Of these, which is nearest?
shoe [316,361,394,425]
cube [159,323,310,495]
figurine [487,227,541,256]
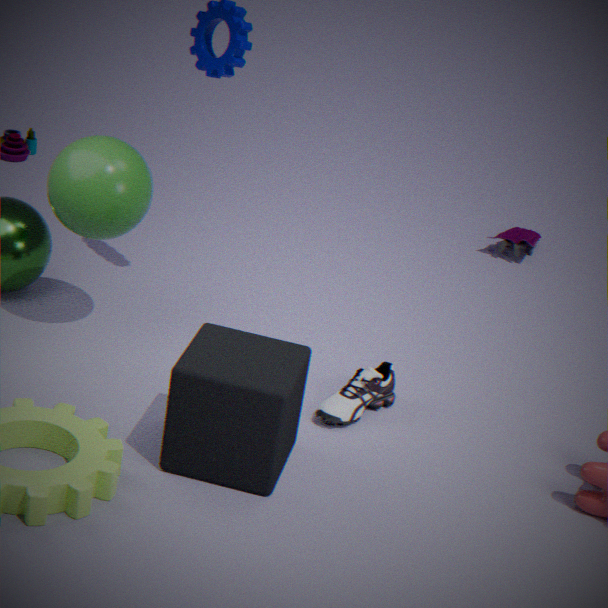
cube [159,323,310,495]
